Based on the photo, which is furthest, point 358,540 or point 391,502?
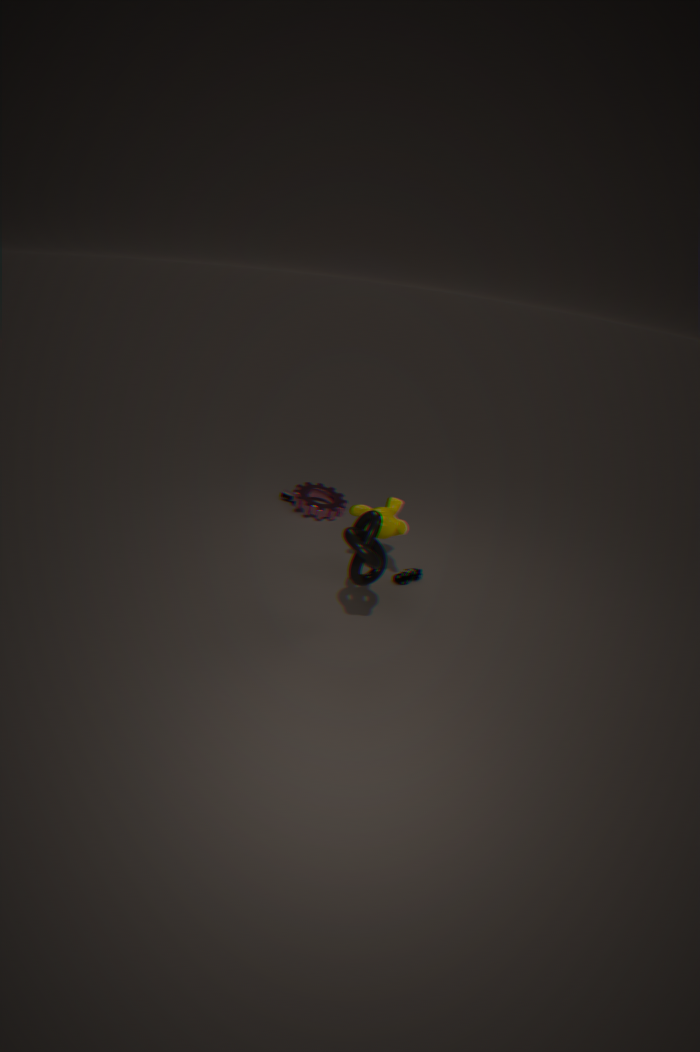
point 391,502
